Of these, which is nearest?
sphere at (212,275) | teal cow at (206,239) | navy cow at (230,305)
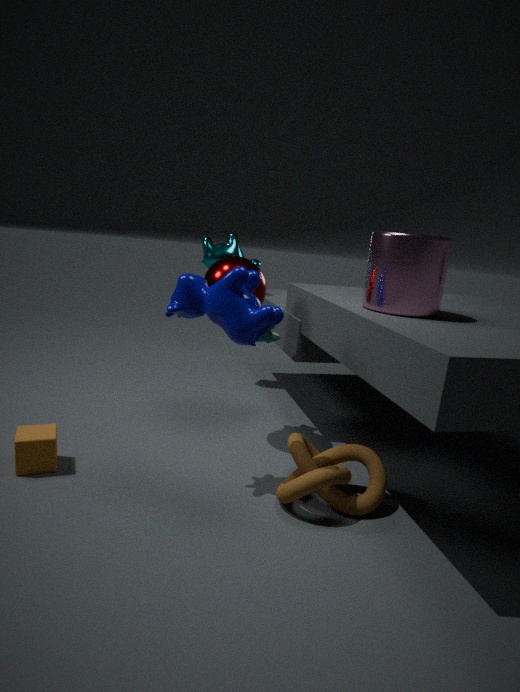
navy cow at (230,305)
